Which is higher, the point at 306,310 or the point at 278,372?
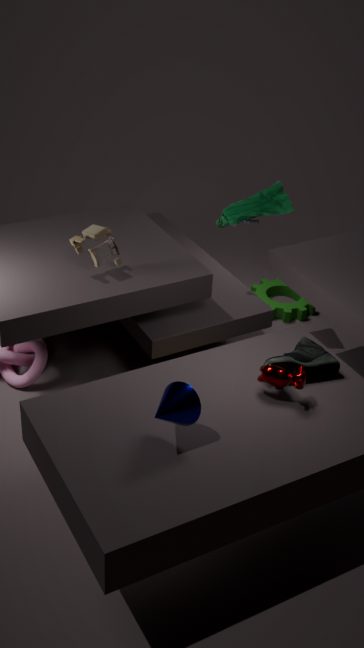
the point at 278,372
